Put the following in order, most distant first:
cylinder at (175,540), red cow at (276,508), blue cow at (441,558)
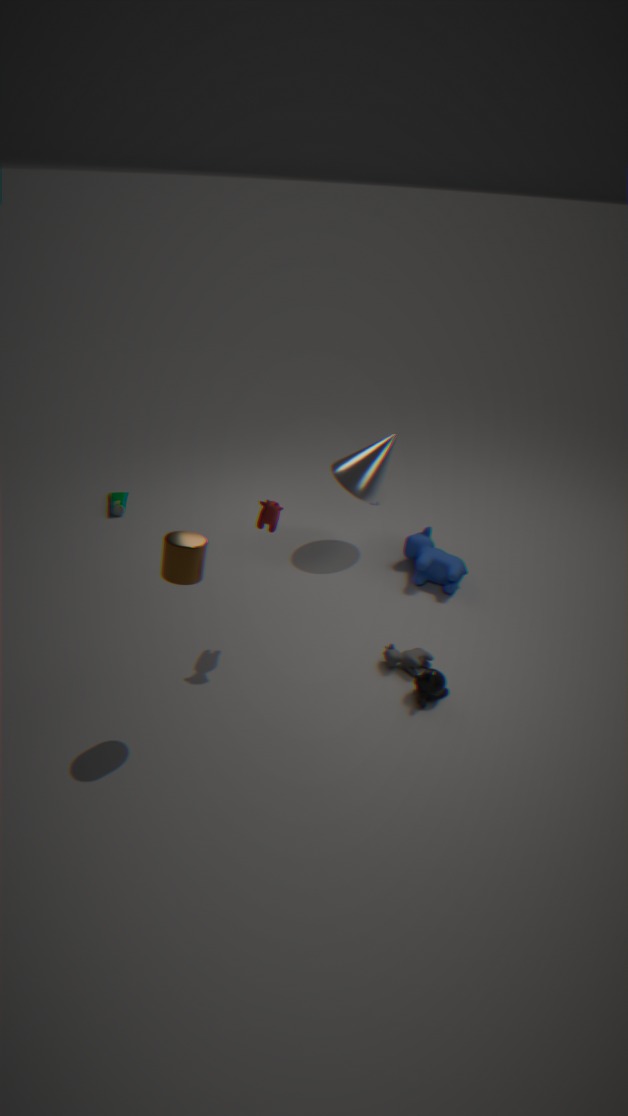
blue cow at (441,558), red cow at (276,508), cylinder at (175,540)
